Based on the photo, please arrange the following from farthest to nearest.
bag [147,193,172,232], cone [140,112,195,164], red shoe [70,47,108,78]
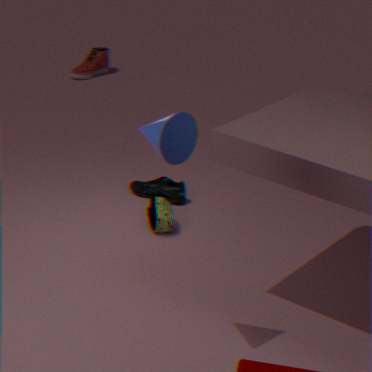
red shoe [70,47,108,78], bag [147,193,172,232], cone [140,112,195,164]
